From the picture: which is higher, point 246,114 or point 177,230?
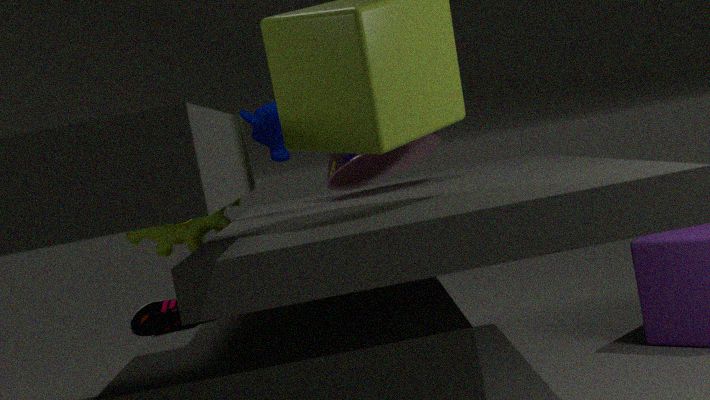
point 246,114
